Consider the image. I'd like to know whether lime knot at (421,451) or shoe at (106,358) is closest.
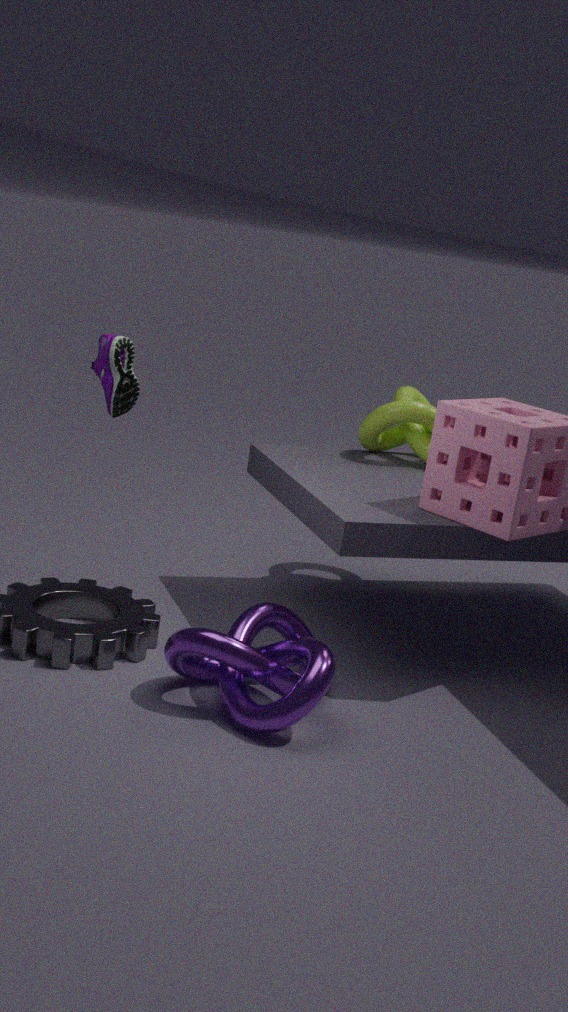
shoe at (106,358)
